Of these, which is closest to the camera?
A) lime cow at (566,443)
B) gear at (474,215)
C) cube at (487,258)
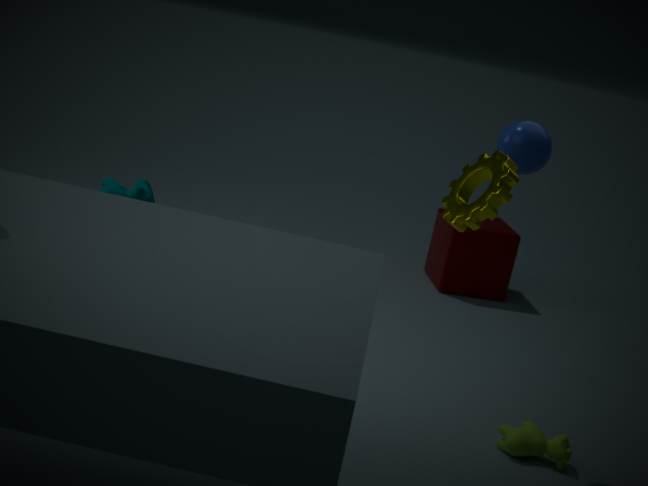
gear at (474,215)
